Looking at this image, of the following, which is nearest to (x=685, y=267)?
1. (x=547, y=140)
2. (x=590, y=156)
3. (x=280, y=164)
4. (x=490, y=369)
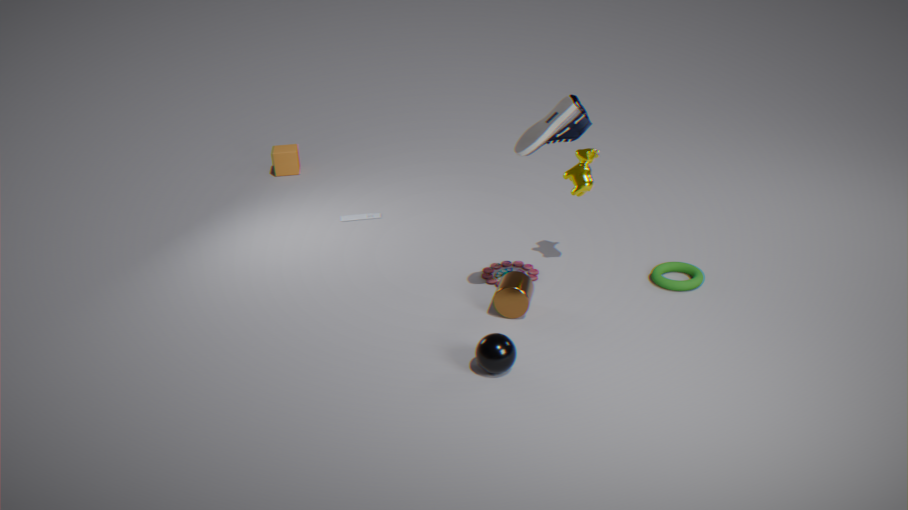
(x=590, y=156)
